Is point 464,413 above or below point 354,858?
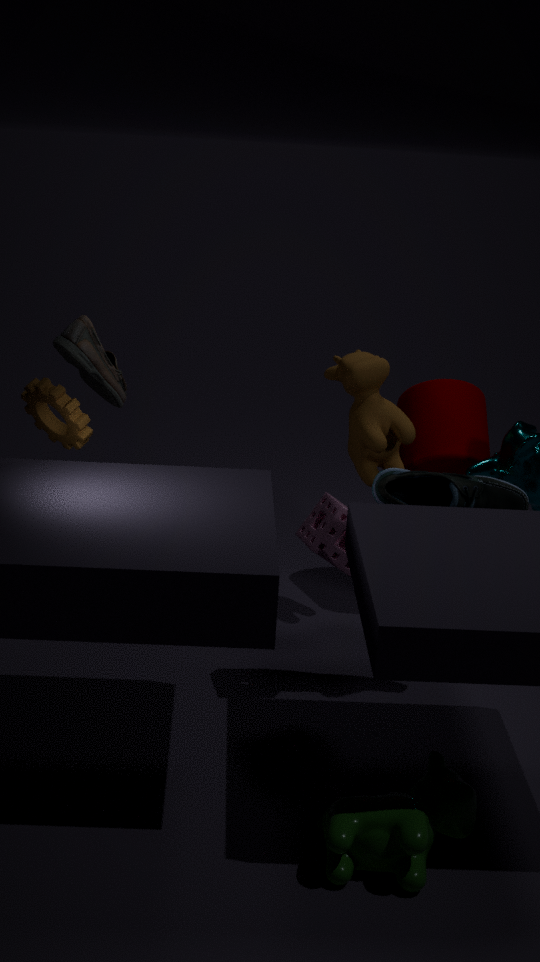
above
